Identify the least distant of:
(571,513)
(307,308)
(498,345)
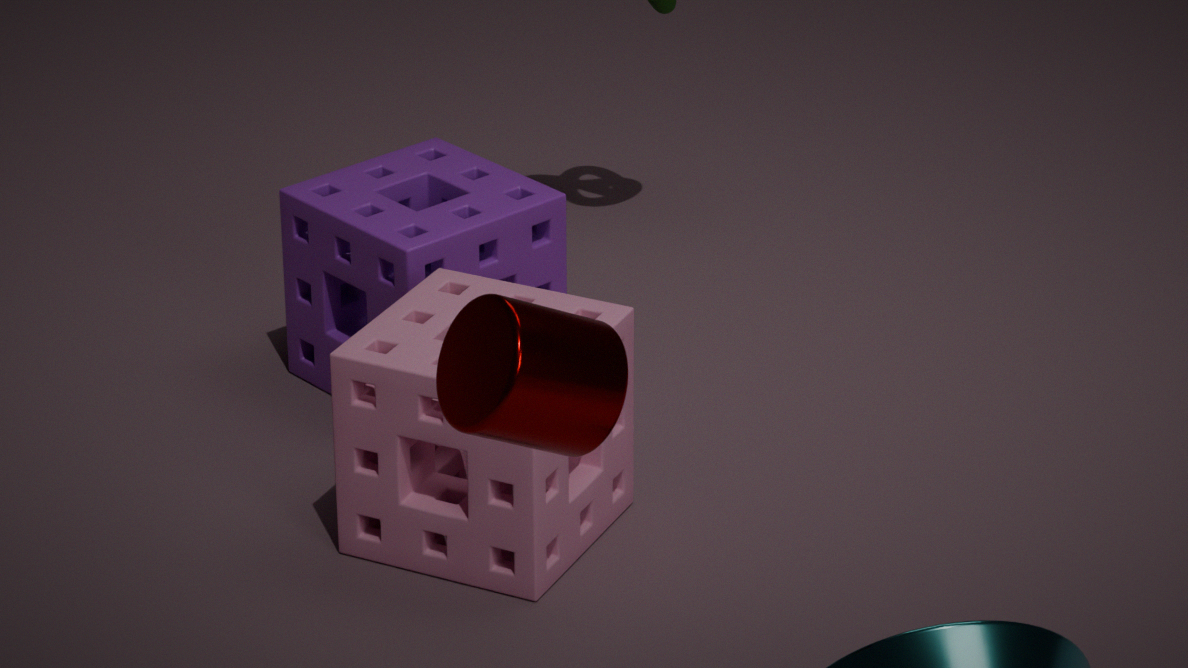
(498,345)
